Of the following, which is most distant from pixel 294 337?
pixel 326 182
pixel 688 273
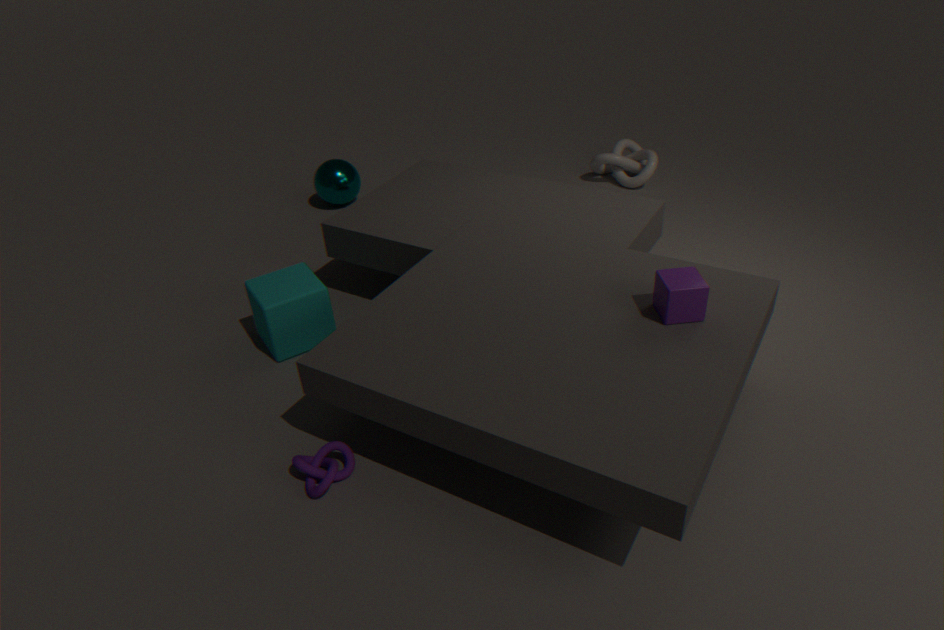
pixel 688 273
